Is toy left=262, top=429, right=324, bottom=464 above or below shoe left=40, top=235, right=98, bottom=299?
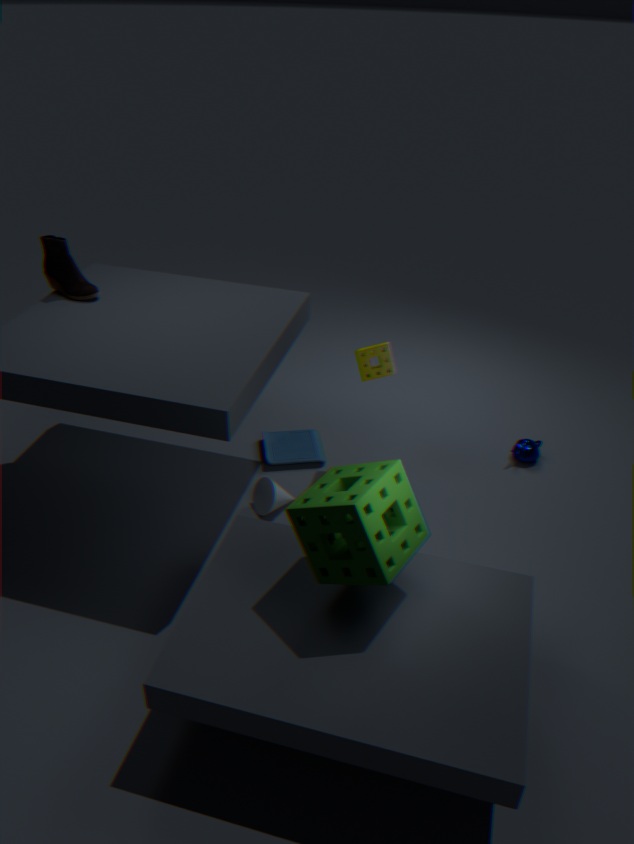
below
